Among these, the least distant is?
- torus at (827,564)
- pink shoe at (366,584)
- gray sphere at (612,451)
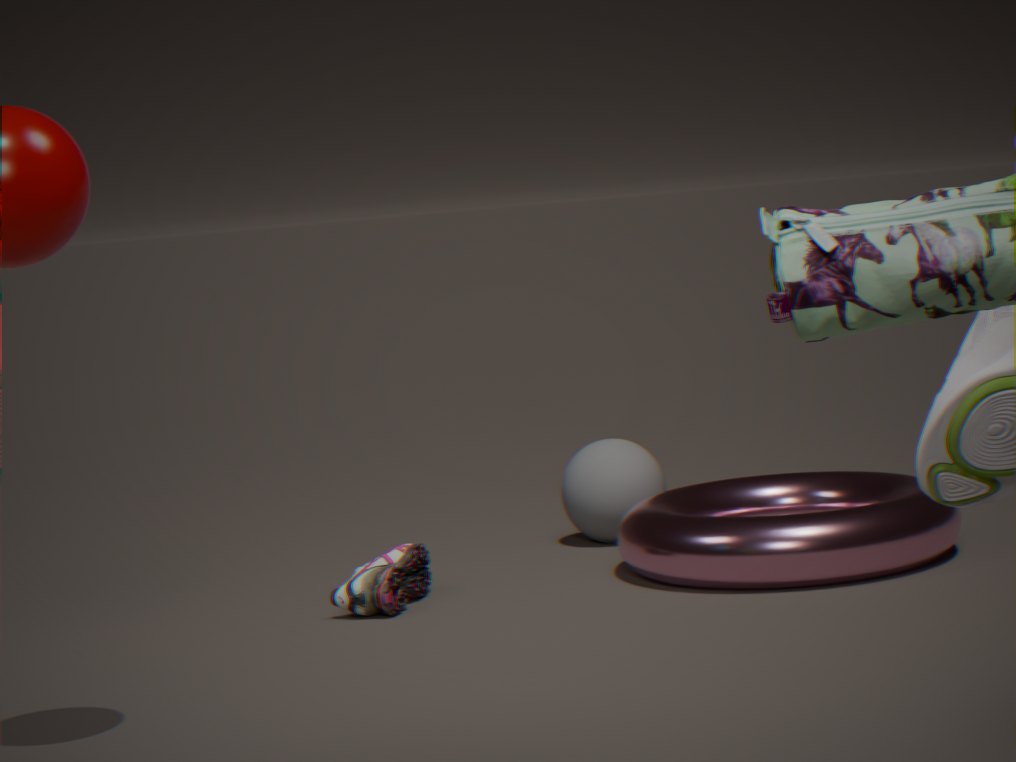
torus at (827,564)
